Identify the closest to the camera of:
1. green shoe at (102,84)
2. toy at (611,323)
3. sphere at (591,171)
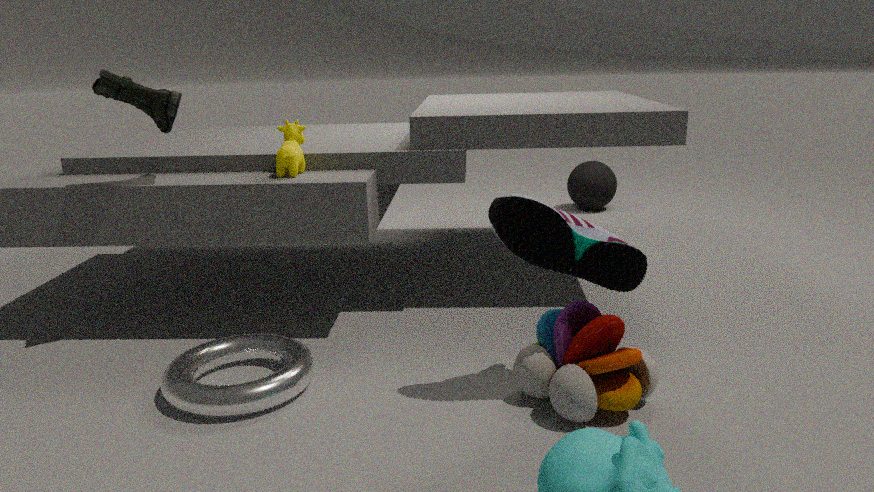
toy at (611,323)
